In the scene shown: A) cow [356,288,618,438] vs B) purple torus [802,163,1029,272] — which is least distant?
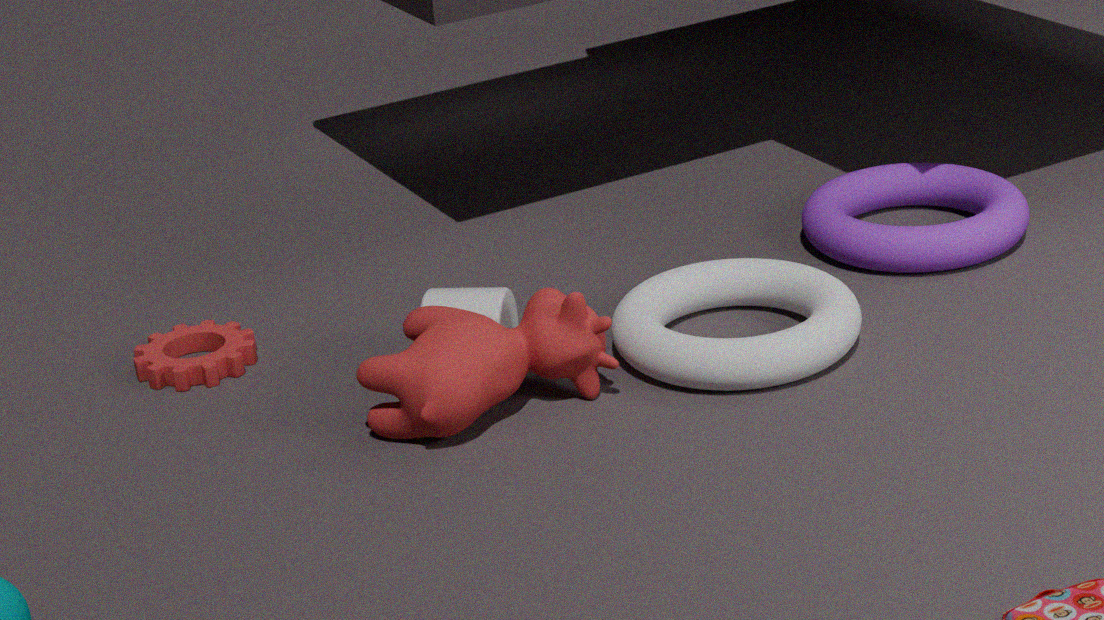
A. cow [356,288,618,438]
